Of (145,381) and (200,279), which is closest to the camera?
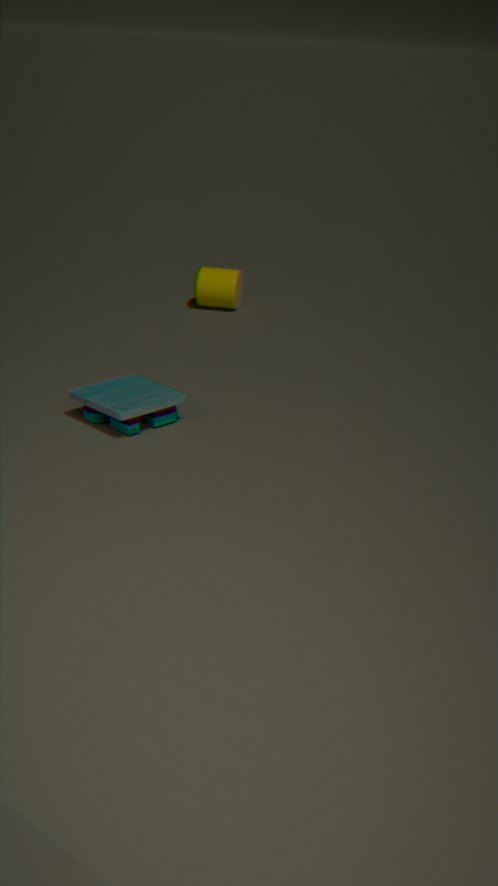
(145,381)
